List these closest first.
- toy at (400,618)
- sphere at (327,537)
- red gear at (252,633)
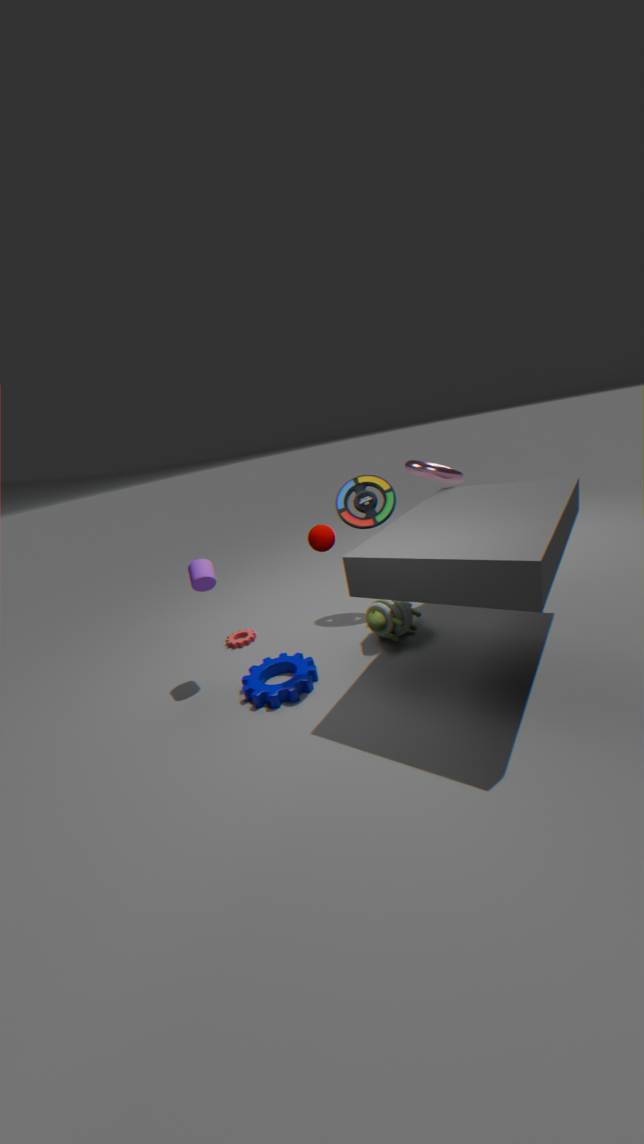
sphere at (327,537)
toy at (400,618)
red gear at (252,633)
